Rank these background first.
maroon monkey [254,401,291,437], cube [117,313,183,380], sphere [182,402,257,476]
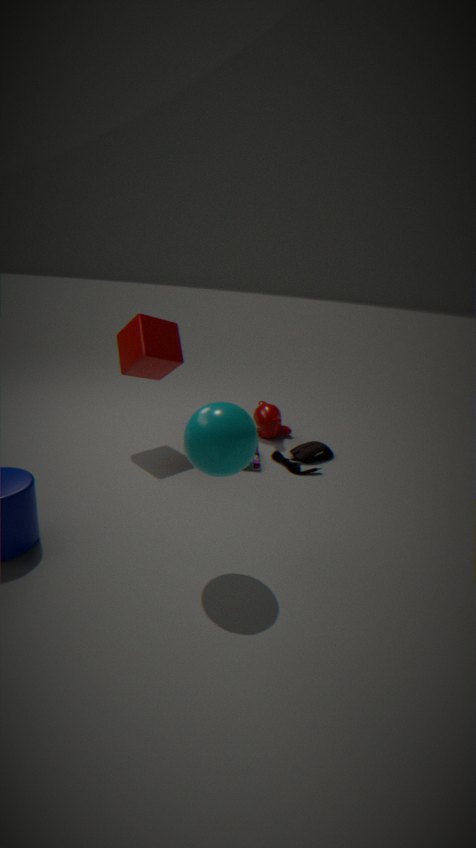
maroon monkey [254,401,291,437] < cube [117,313,183,380] < sphere [182,402,257,476]
